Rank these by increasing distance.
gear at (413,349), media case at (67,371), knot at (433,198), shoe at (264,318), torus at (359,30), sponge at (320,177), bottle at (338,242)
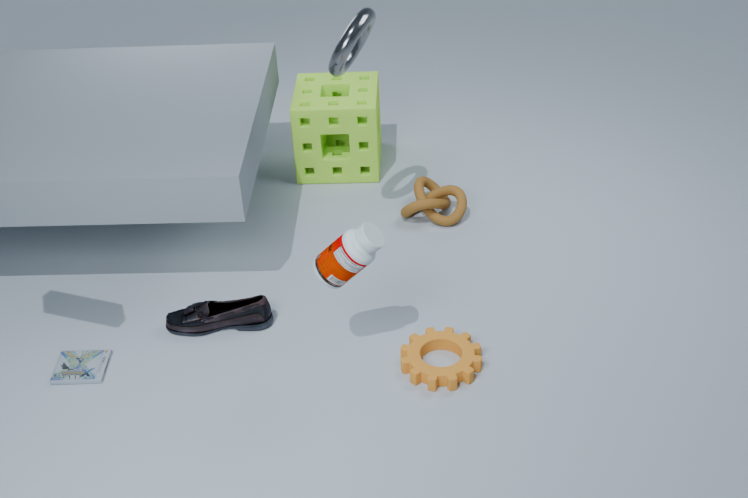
bottle at (338,242), gear at (413,349), media case at (67,371), torus at (359,30), shoe at (264,318), knot at (433,198), sponge at (320,177)
